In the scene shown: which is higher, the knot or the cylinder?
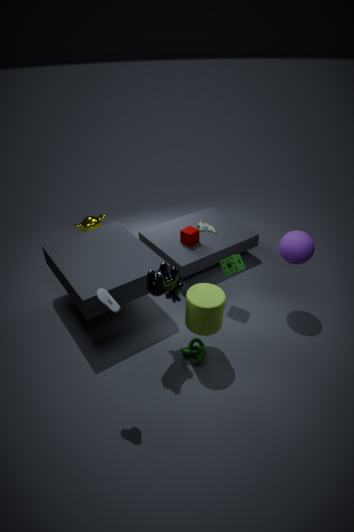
the cylinder
